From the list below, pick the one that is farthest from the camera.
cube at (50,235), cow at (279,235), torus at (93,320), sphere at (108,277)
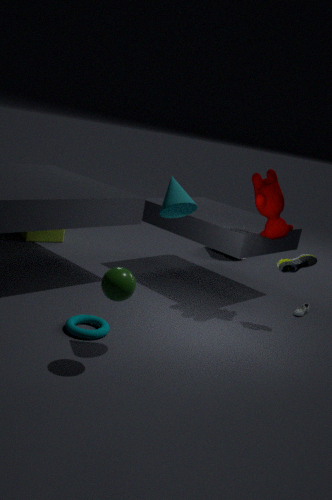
cube at (50,235)
